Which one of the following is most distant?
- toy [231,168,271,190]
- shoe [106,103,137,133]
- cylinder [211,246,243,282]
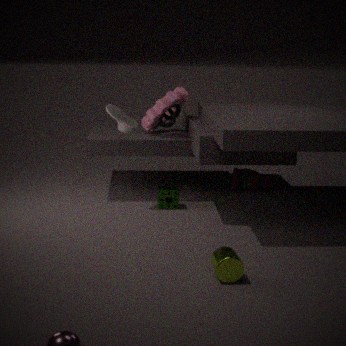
toy [231,168,271,190]
